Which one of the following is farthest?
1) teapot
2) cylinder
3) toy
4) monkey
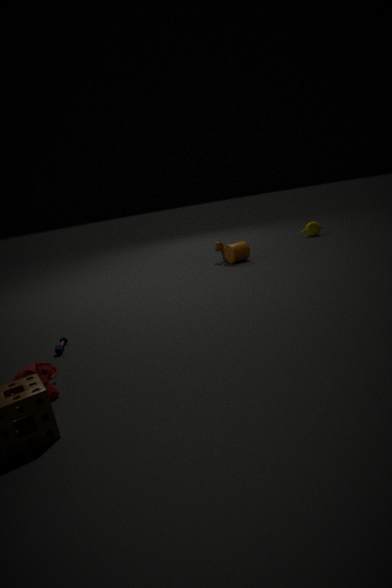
1. teapot
